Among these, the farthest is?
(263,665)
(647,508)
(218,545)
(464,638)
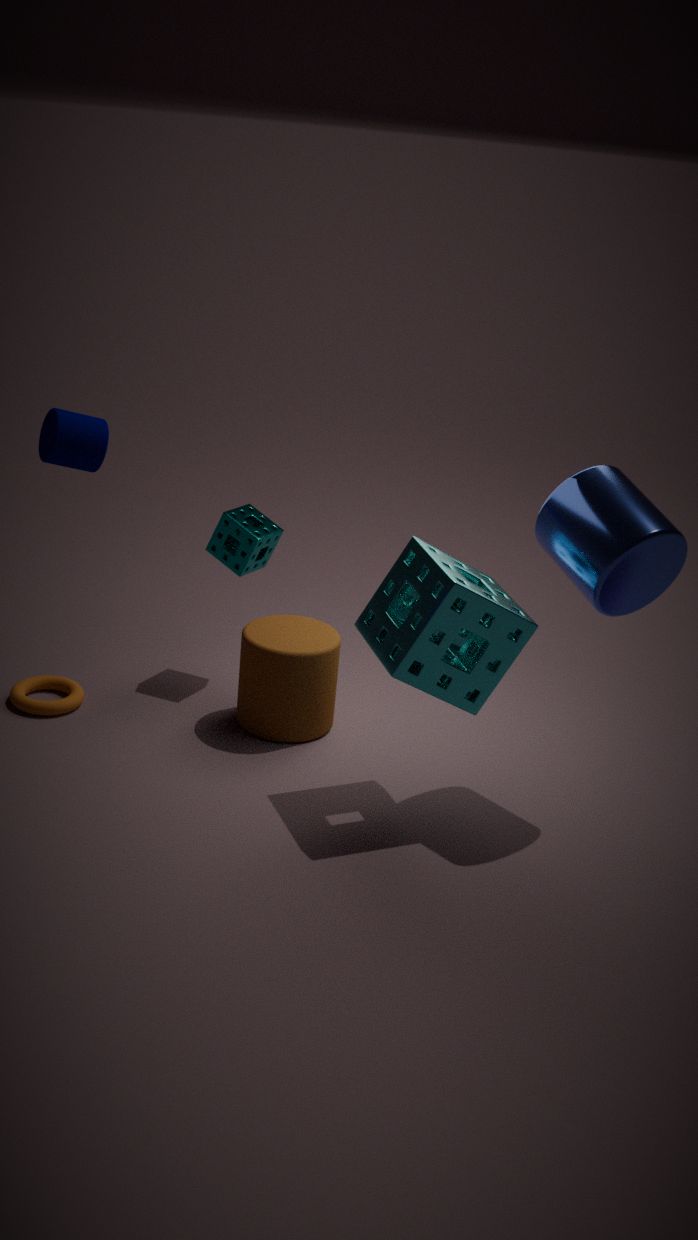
(218,545)
